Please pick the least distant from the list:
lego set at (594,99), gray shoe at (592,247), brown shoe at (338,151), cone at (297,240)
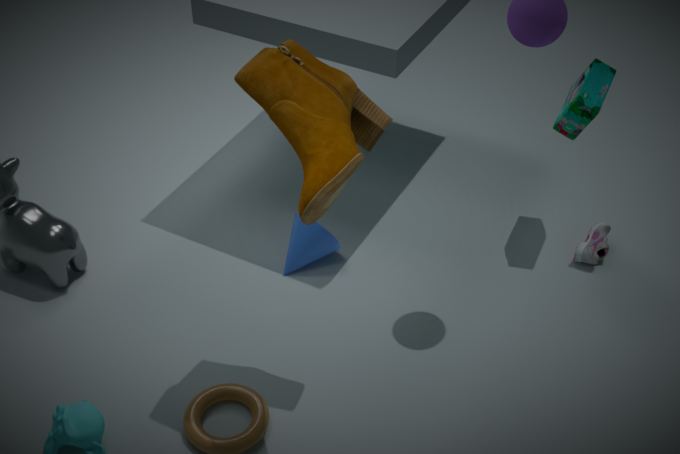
brown shoe at (338,151)
